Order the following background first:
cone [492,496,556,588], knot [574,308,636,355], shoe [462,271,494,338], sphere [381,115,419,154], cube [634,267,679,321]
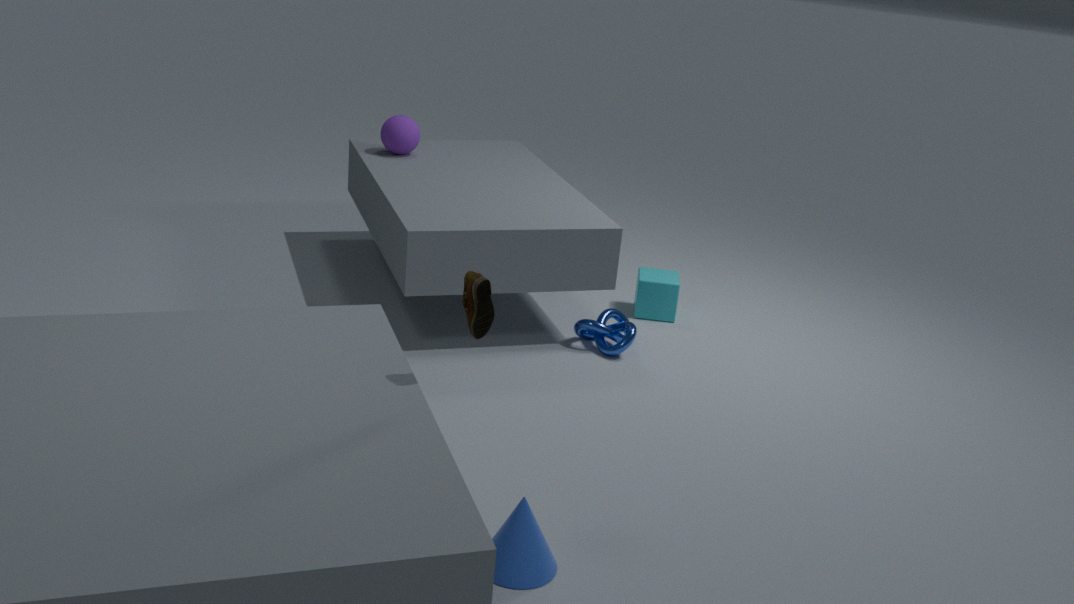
sphere [381,115,419,154], cube [634,267,679,321], knot [574,308,636,355], cone [492,496,556,588], shoe [462,271,494,338]
